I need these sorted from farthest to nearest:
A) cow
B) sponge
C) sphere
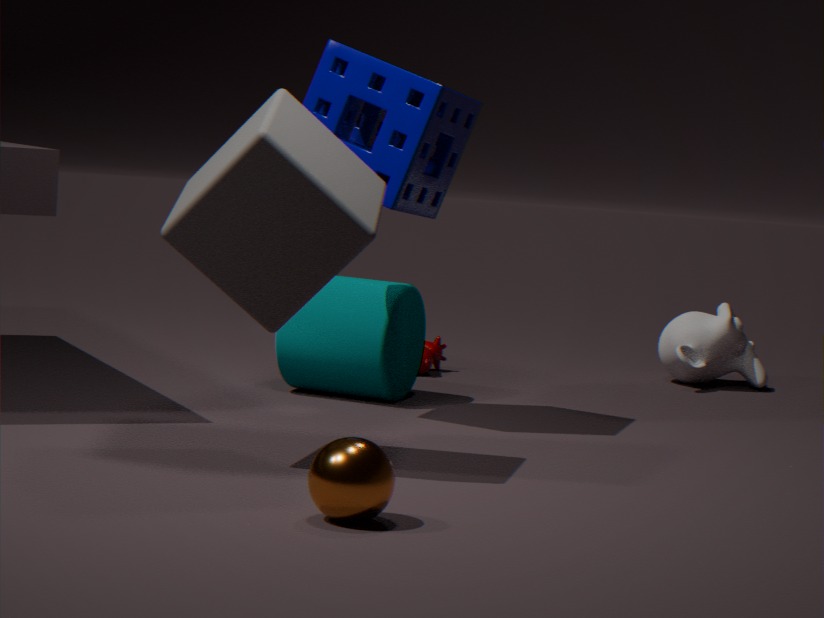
cow < sponge < sphere
